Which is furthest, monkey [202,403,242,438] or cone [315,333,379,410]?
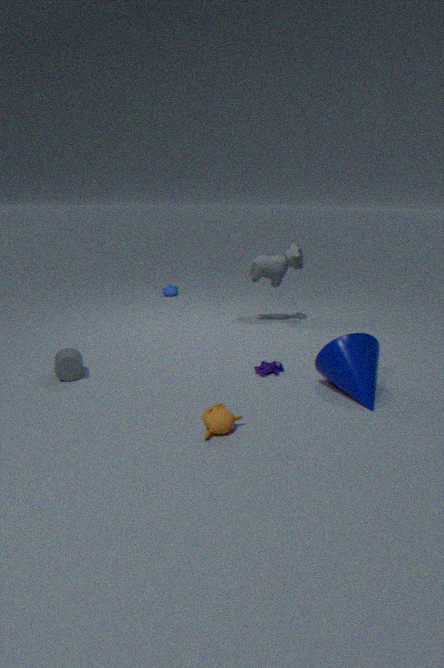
cone [315,333,379,410]
